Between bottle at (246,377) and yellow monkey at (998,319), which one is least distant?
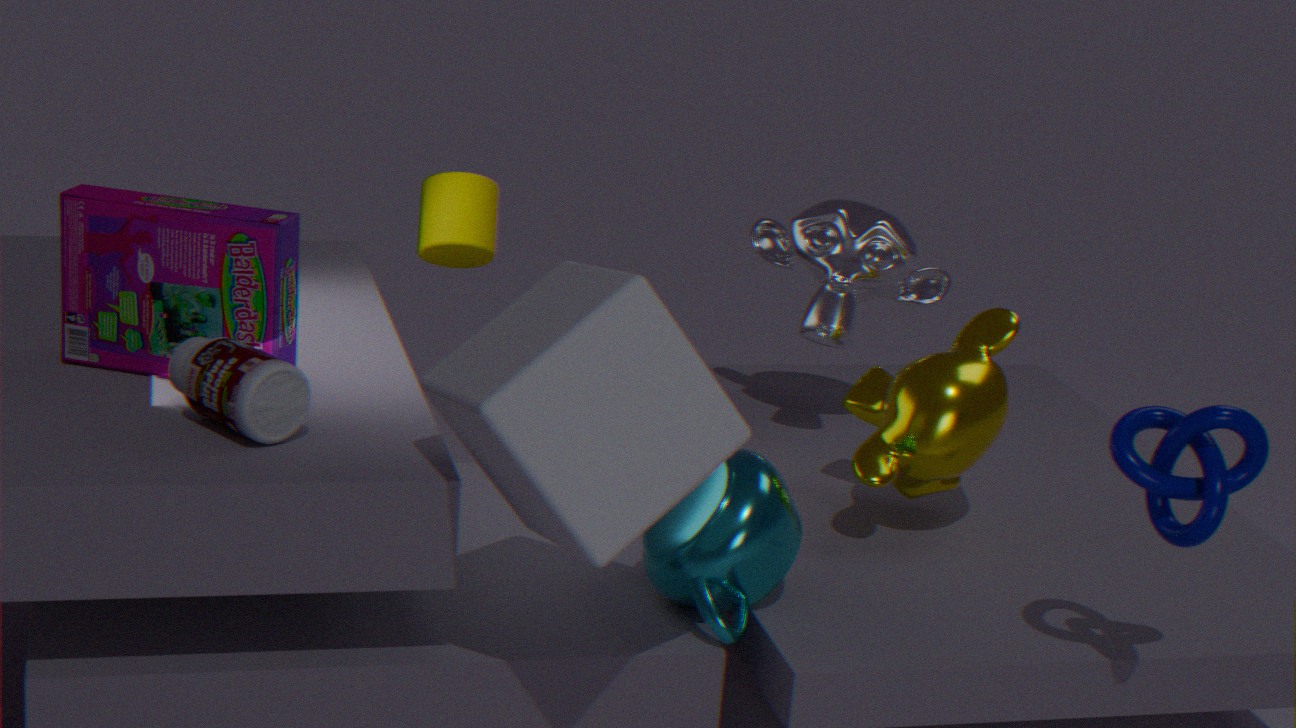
bottle at (246,377)
